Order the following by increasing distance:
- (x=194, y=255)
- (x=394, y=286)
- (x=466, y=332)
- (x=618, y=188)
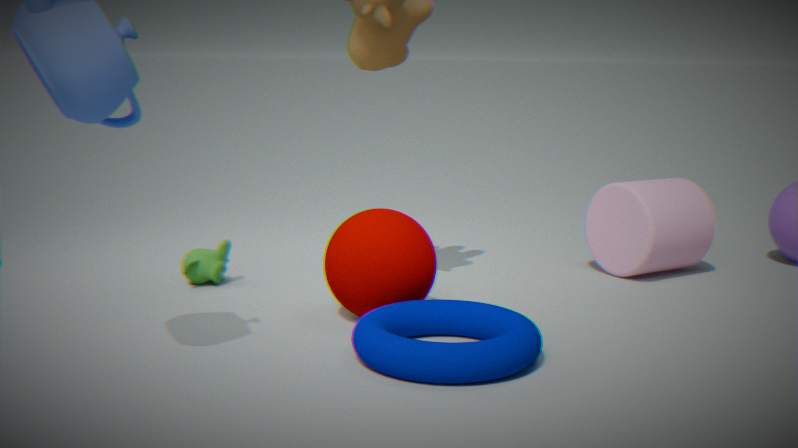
(x=466, y=332) → (x=394, y=286) → (x=194, y=255) → (x=618, y=188)
